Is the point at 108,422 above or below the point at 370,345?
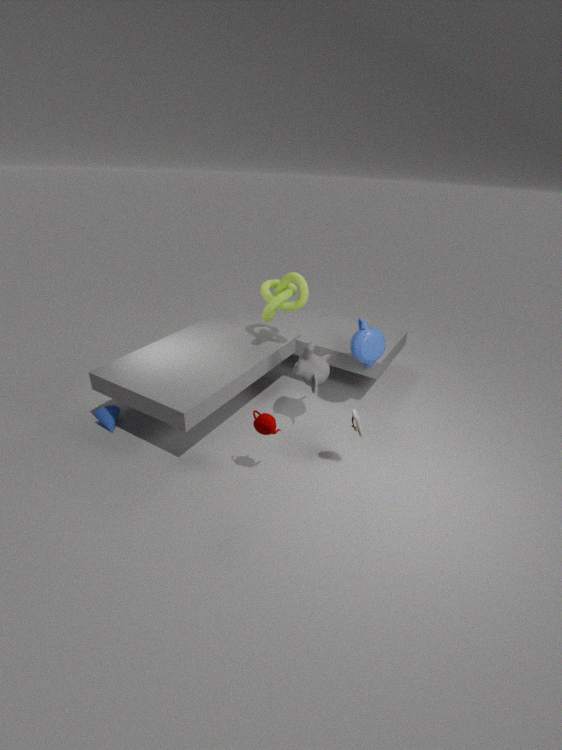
below
